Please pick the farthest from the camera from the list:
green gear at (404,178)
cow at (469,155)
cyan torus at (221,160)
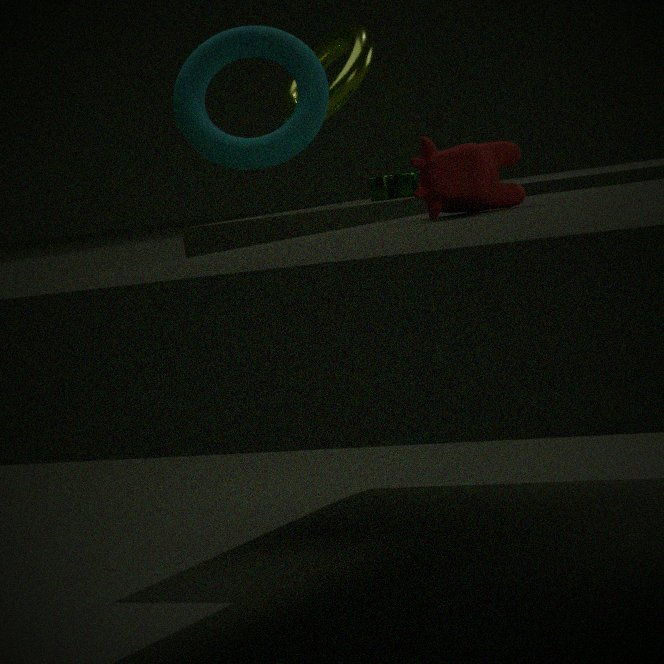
green gear at (404,178)
